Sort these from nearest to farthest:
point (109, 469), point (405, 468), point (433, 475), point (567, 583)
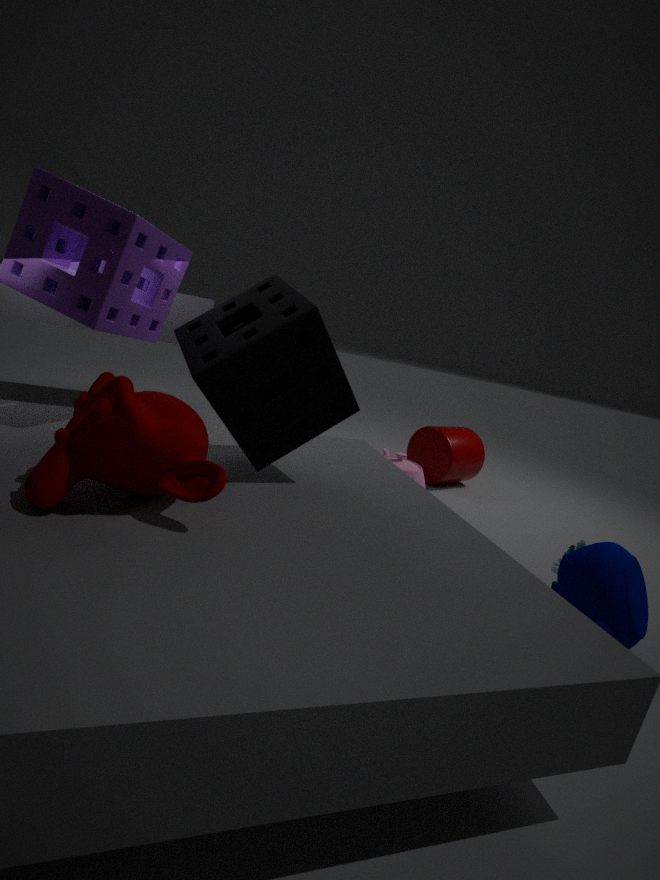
point (109, 469), point (567, 583), point (405, 468), point (433, 475)
